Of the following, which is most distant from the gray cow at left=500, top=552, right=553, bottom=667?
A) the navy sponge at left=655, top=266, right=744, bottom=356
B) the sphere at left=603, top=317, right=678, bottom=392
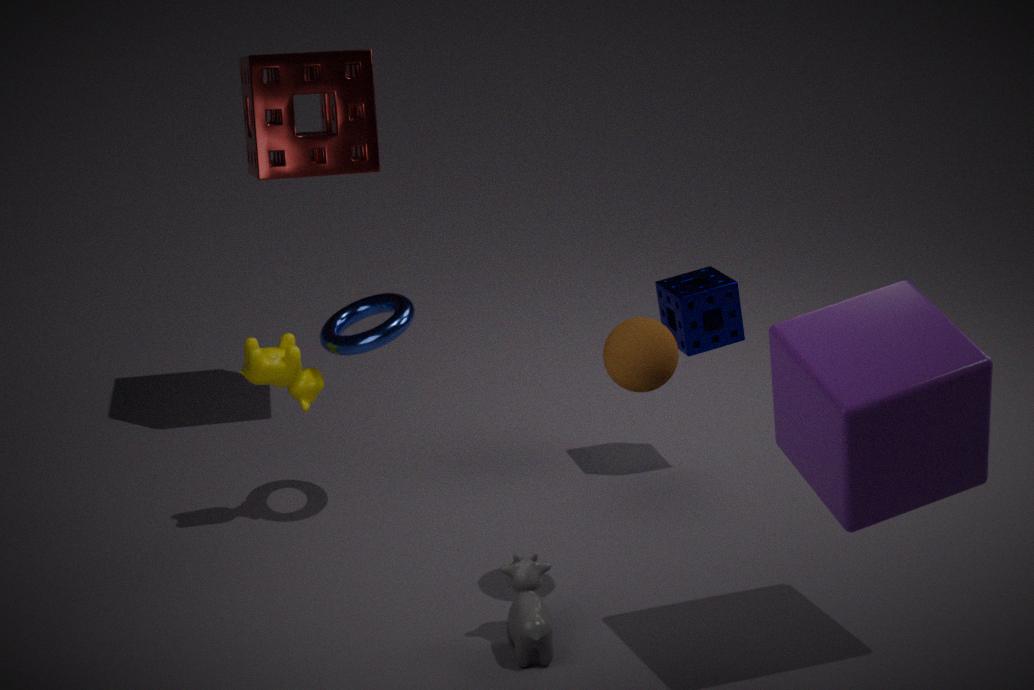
the navy sponge at left=655, top=266, right=744, bottom=356
